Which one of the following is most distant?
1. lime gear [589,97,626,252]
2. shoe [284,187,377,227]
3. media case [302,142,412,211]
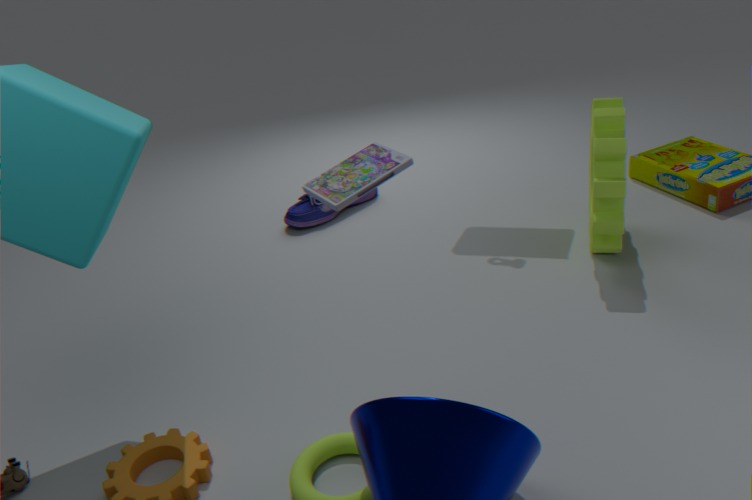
shoe [284,187,377,227]
